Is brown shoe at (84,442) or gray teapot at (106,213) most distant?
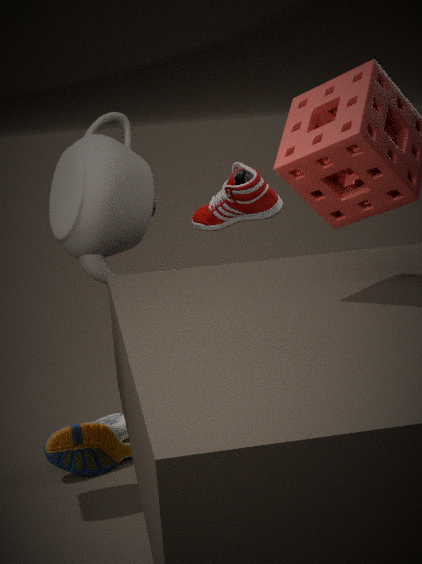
brown shoe at (84,442)
